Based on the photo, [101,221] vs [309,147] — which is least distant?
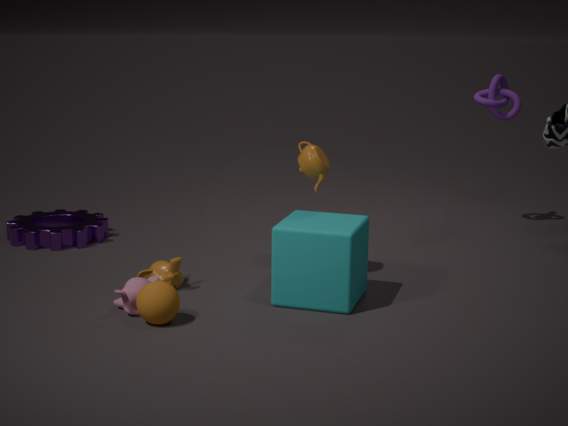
[309,147]
